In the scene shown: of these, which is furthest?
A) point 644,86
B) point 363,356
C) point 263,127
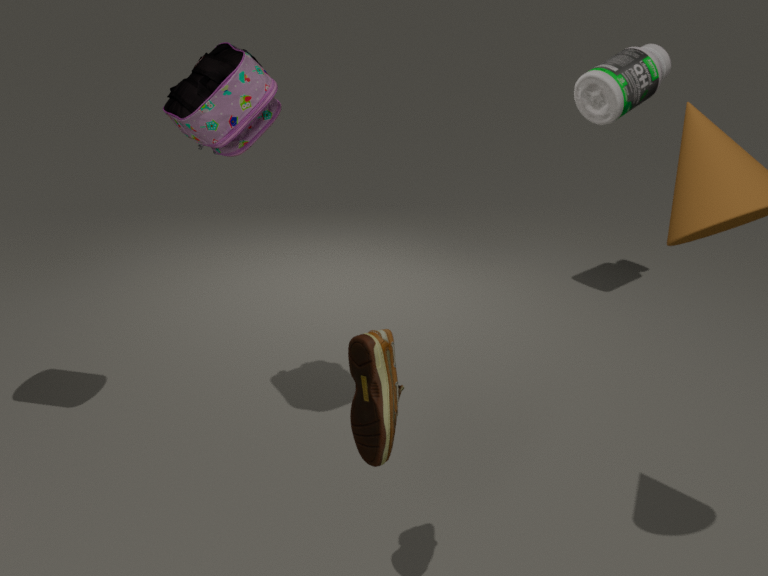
point 644,86
